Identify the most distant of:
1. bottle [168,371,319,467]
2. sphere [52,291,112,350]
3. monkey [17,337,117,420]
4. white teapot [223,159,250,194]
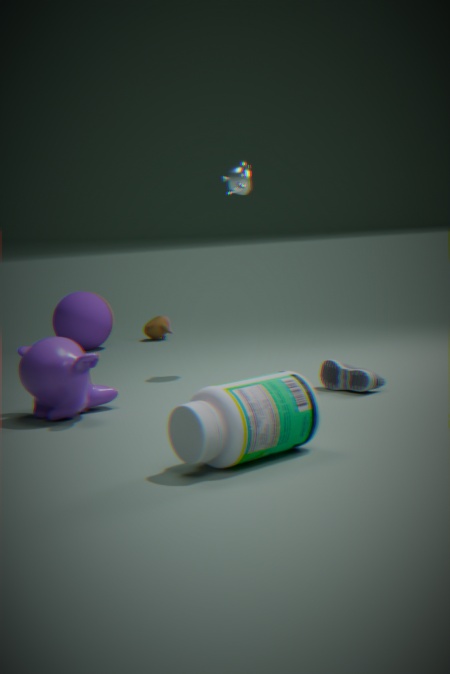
sphere [52,291,112,350]
